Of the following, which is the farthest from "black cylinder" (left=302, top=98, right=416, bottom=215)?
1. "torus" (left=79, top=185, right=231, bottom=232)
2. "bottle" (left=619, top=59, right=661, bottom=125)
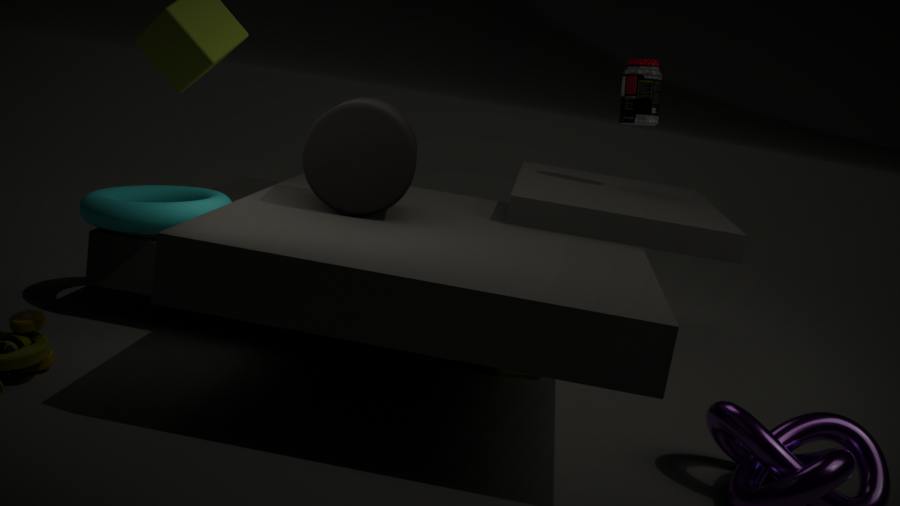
"bottle" (left=619, top=59, right=661, bottom=125)
